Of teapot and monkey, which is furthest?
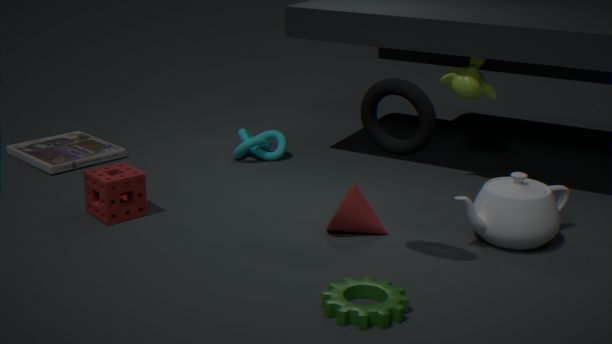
monkey
